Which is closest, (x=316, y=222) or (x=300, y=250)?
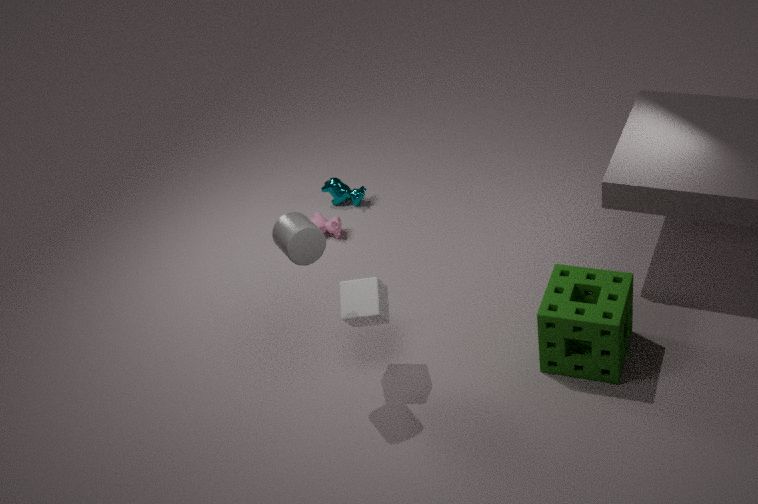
(x=300, y=250)
